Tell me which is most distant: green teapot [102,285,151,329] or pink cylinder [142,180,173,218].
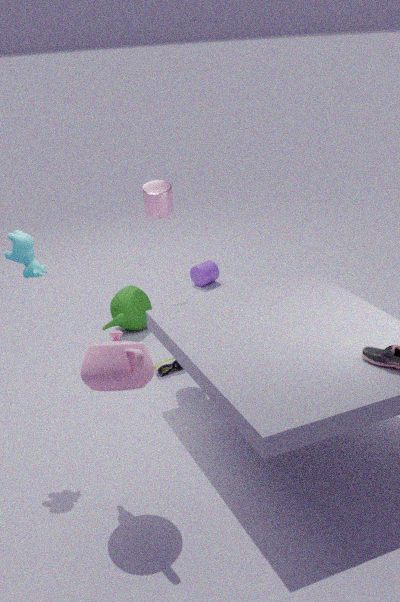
green teapot [102,285,151,329]
